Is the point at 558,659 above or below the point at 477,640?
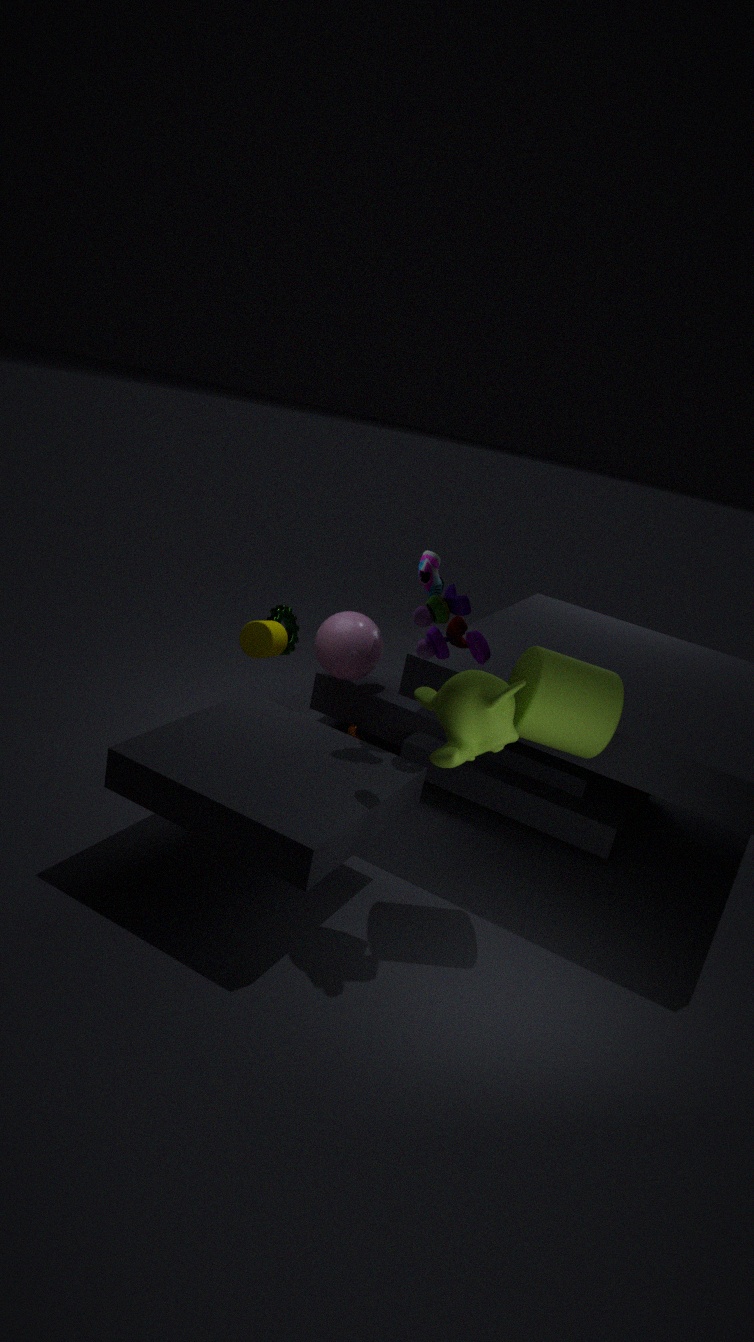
below
